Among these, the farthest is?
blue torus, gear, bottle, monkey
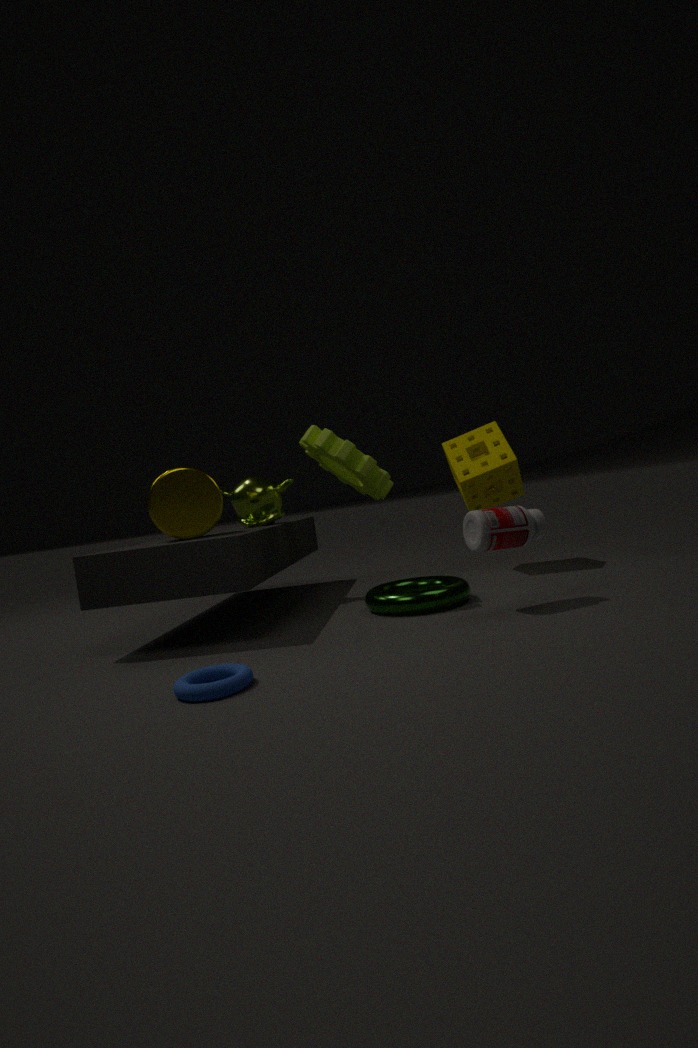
monkey
